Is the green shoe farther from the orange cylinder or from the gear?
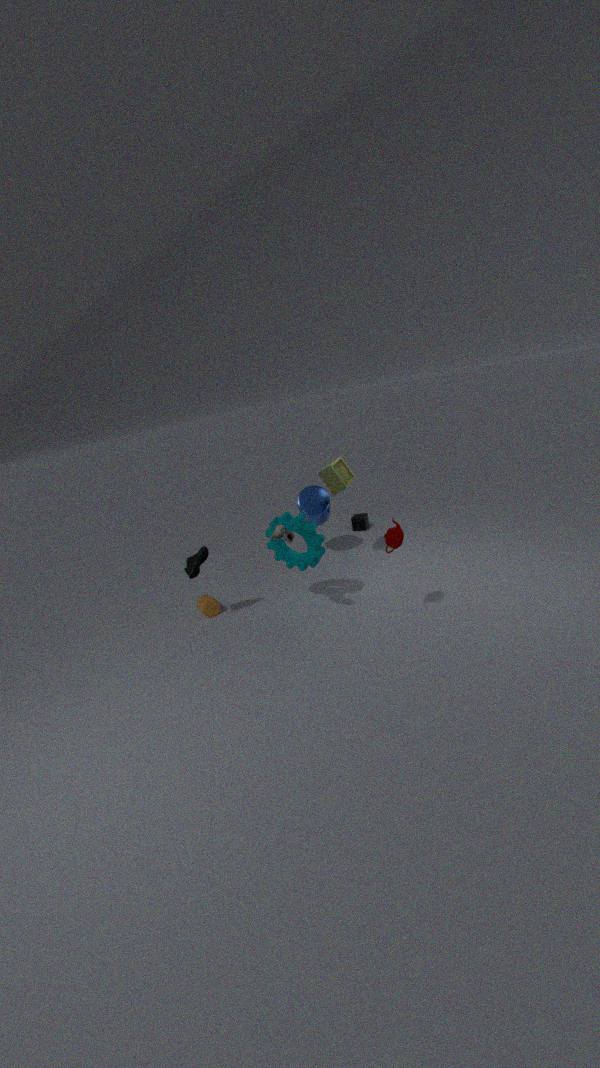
the gear
